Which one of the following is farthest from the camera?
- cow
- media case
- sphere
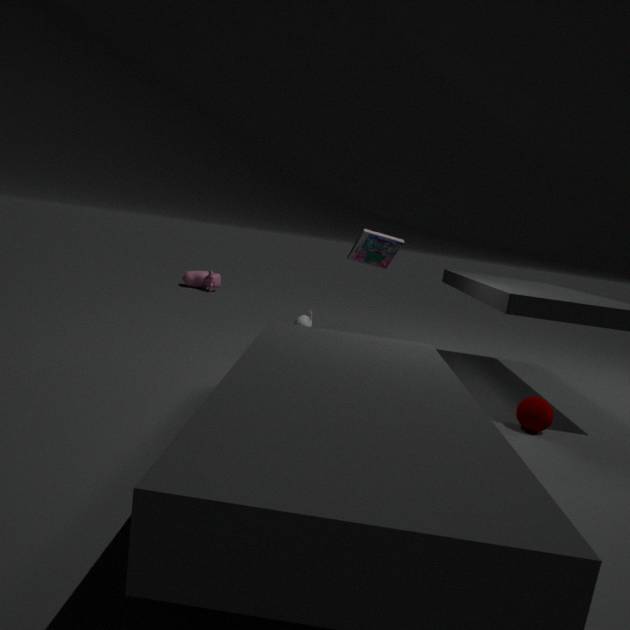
cow
